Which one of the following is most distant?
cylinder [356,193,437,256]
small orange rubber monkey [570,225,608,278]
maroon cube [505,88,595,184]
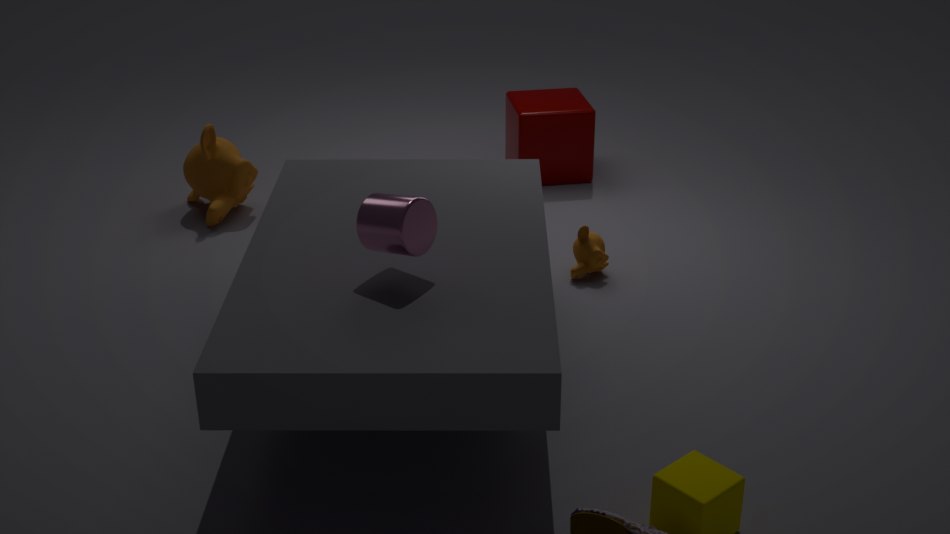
maroon cube [505,88,595,184]
